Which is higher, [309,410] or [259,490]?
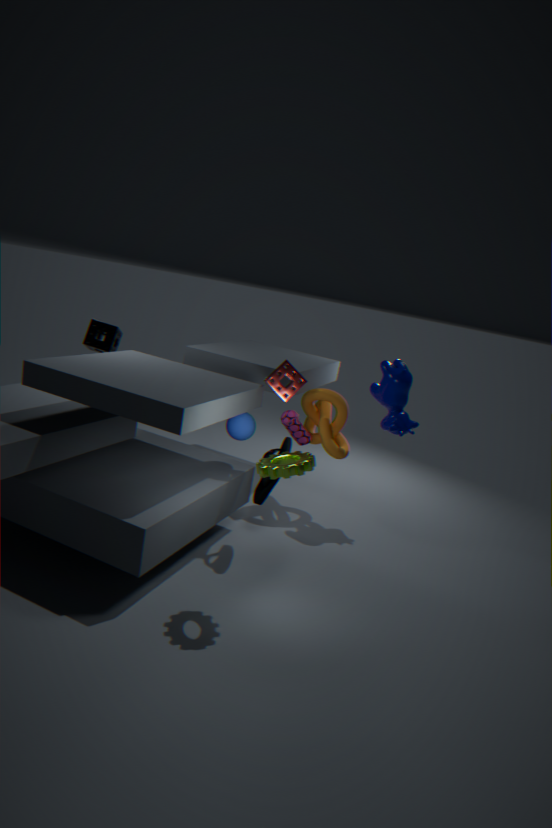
[309,410]
